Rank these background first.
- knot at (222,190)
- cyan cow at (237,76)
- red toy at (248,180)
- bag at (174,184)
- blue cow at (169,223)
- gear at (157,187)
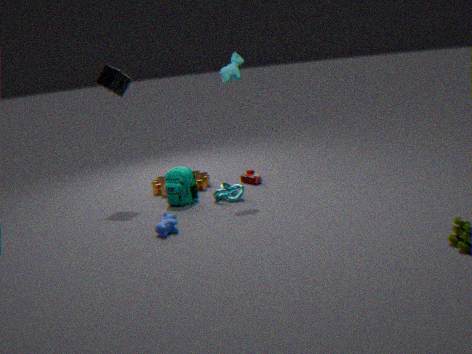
red toy at (248,180) < gear at (157,187) < knot at (222,190) < bag at (174,184) < cyan cow at (237,76) < blue cow at (169,223)
